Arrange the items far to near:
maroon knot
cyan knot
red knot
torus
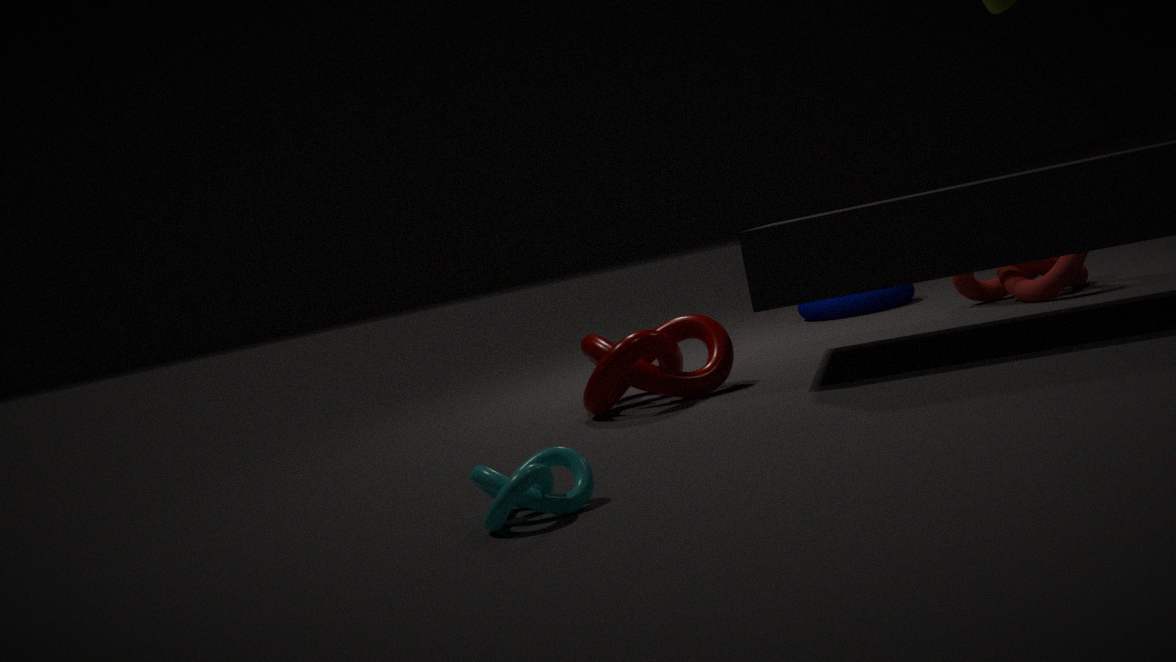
torus, red knot, maroon knot, cyan knot
